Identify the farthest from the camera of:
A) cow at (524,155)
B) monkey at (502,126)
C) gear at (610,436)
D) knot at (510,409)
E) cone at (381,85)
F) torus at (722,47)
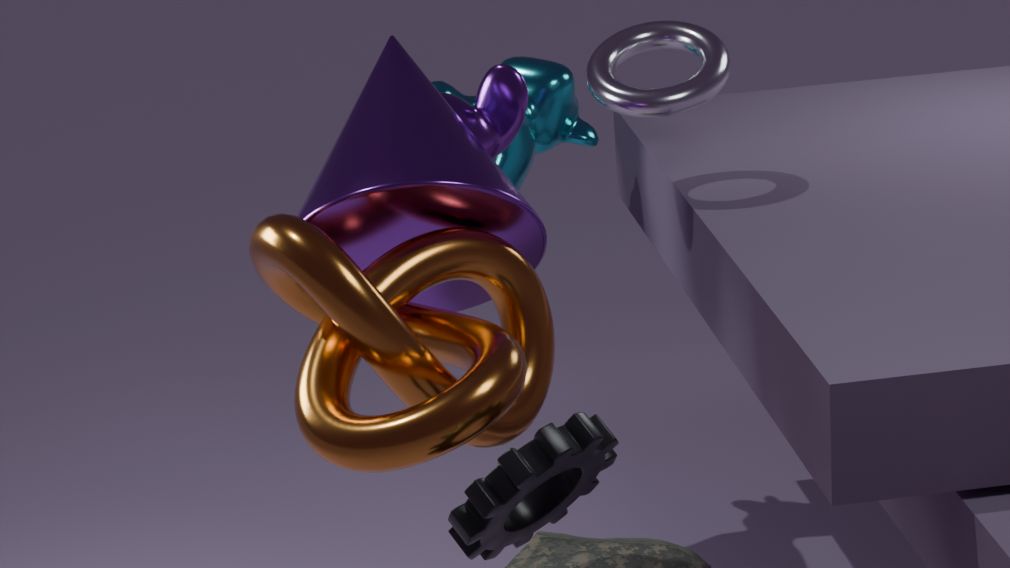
A. cow at (524,155)
